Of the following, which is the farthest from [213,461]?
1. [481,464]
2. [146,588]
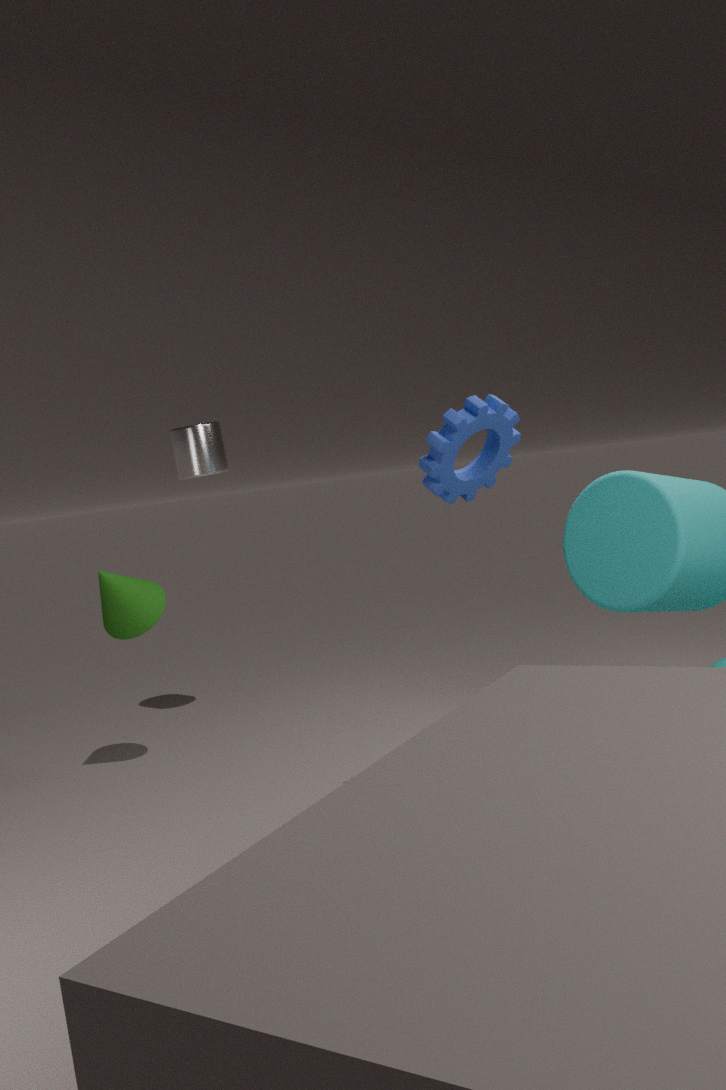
[481,464]
